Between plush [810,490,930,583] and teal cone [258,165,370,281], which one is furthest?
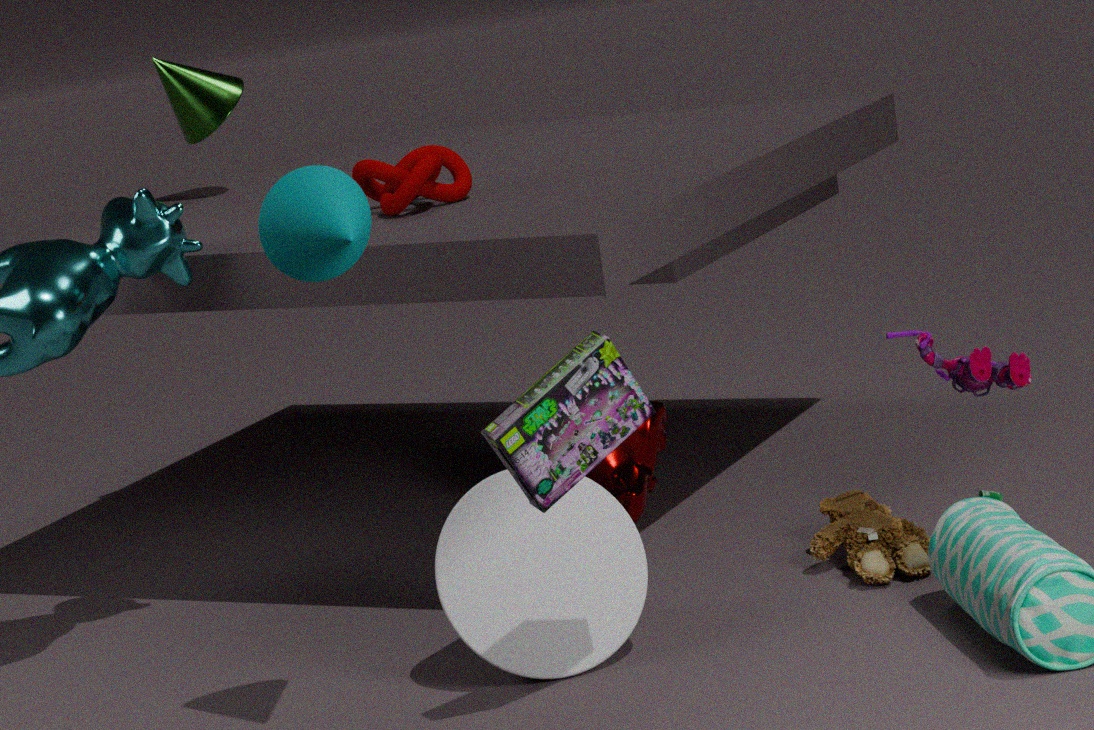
plush [810,490,930,583]
